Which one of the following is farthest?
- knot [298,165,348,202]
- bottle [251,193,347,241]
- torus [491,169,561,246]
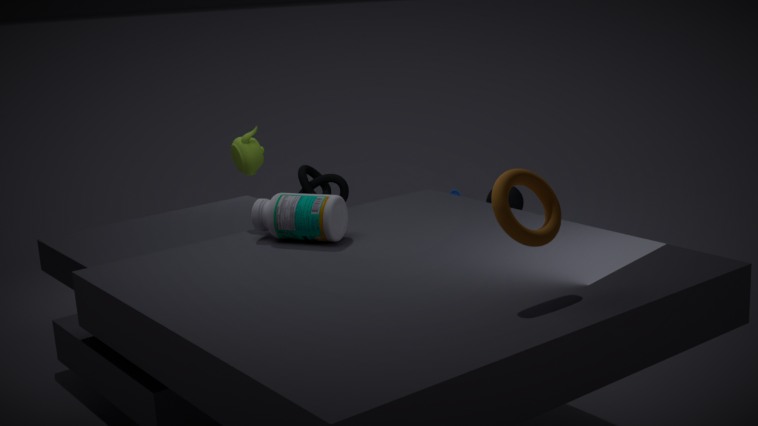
knot [298,165,348,202]
